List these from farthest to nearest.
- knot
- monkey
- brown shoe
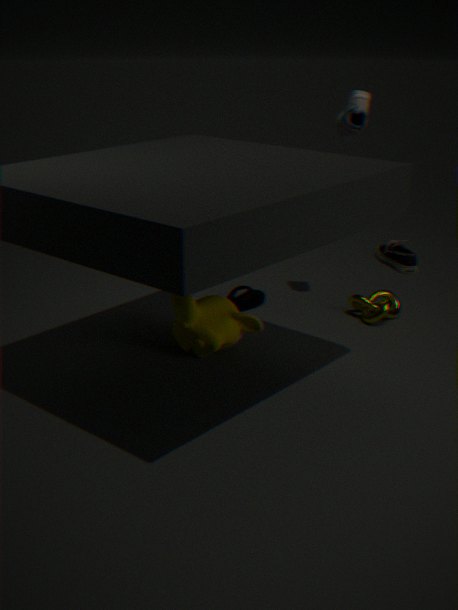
1. brown shoe
2. knot
3. monkey
